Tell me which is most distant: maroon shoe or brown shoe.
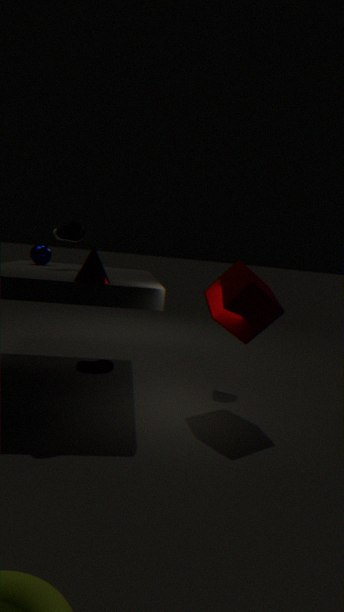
brown shoe
